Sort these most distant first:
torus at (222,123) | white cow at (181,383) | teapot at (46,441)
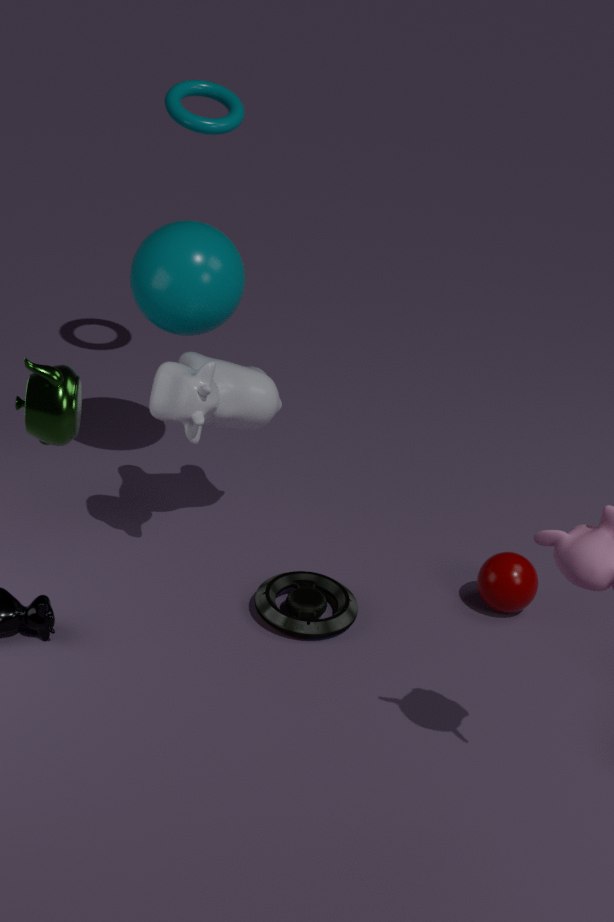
torus at (222,123)
white cow at (181,383)
teapot at (46,441)
